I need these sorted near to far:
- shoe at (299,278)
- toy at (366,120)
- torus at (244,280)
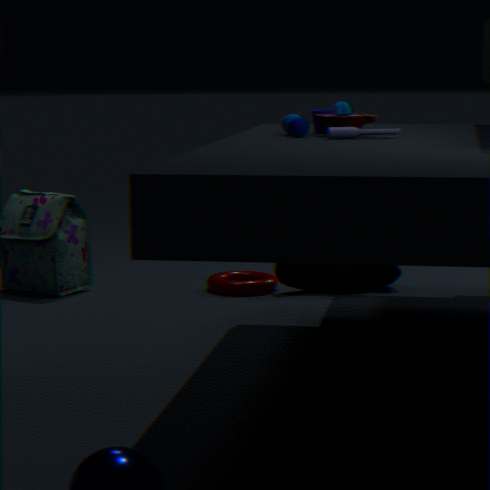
toy at (366,120)
torus at (244,280)
shoe at (299,278)
